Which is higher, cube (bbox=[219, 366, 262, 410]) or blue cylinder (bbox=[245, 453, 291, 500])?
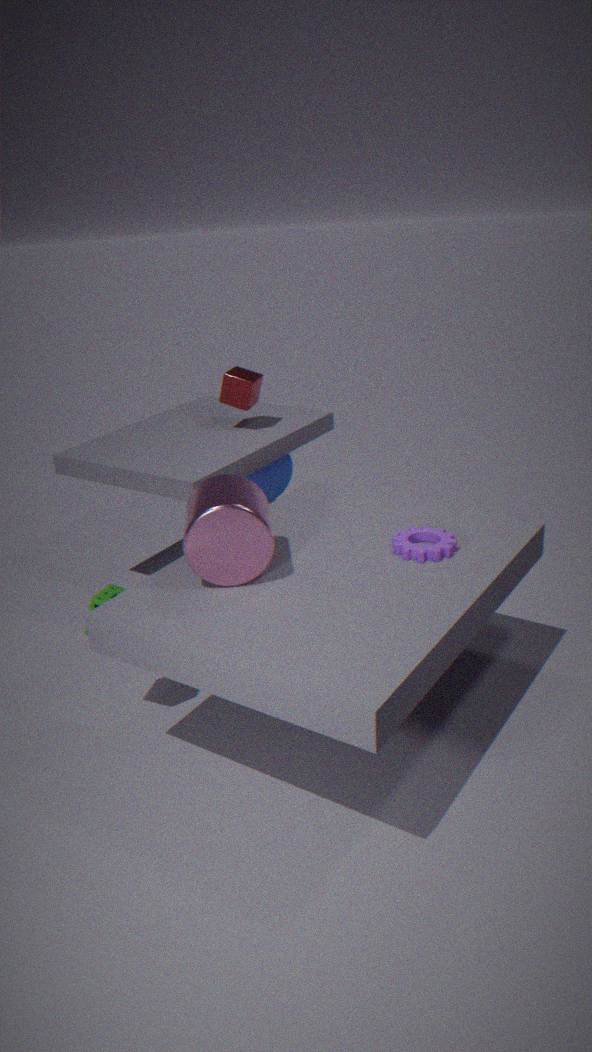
cube (bbox=[219, 366, 262, 410])
